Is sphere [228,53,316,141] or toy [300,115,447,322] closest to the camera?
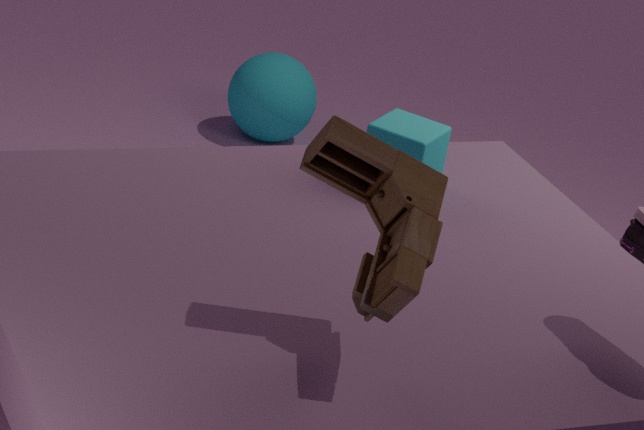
toy [300,115,447,322]
